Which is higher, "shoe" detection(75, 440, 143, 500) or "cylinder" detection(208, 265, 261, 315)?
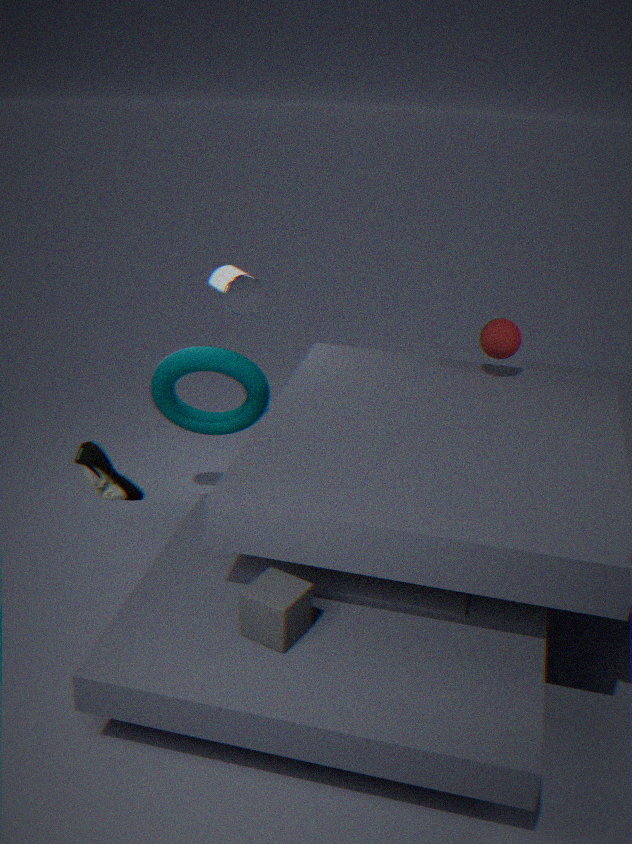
"cylinder" detection(208, 265, 261, 315)
